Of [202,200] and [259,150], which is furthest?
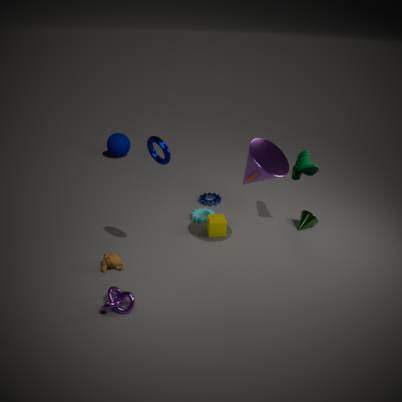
[202,200]
